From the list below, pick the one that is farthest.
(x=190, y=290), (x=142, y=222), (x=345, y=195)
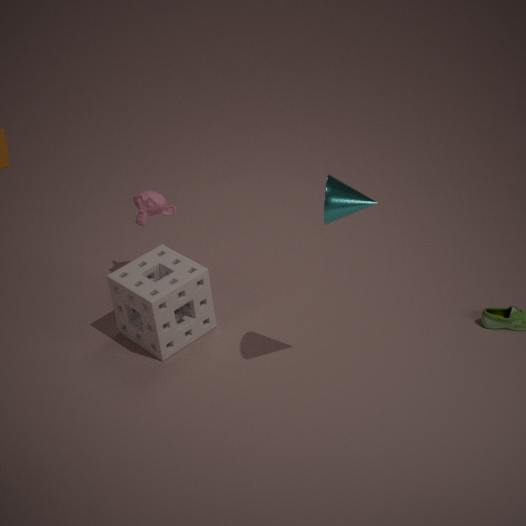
(x=142, y=222)
